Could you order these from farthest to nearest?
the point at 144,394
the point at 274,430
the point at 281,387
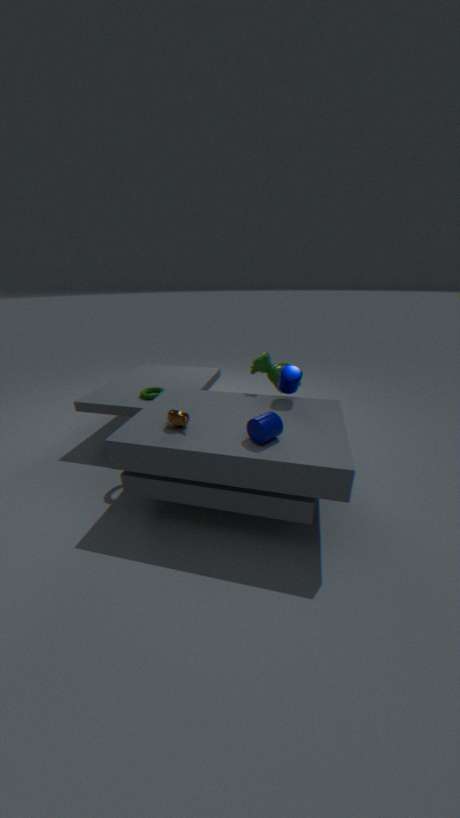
the point at 144,394 → the point at 281,387 → the point at 274,430
